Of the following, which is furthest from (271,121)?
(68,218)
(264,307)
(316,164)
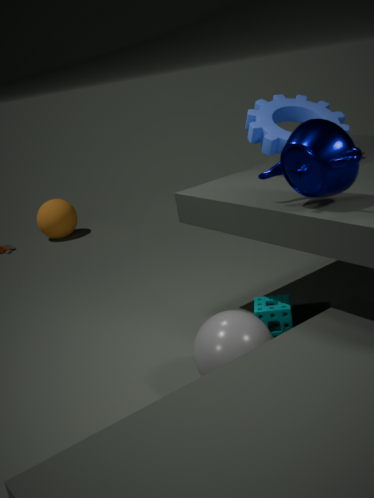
(68,218)
